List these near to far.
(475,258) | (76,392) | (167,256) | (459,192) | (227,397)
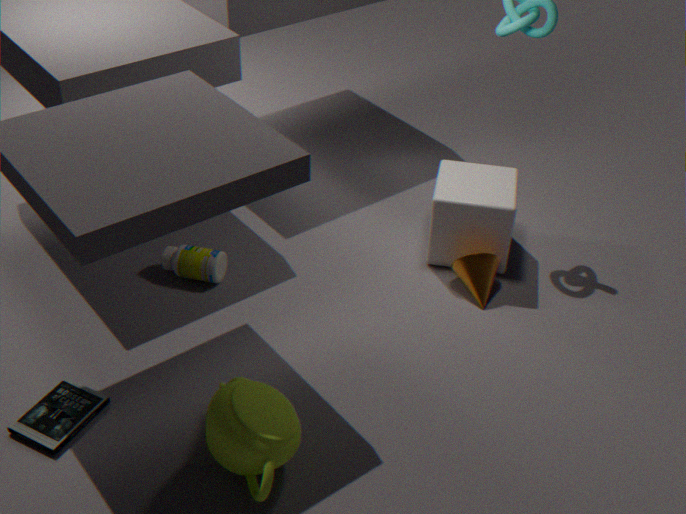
(227,397), (76,392), (475,258), (167,256), (459,192)
